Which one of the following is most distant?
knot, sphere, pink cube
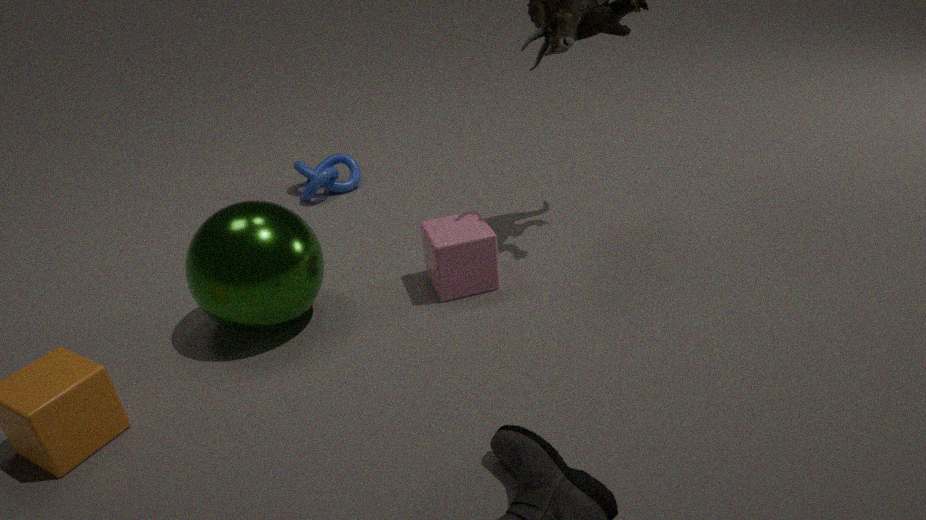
knot
